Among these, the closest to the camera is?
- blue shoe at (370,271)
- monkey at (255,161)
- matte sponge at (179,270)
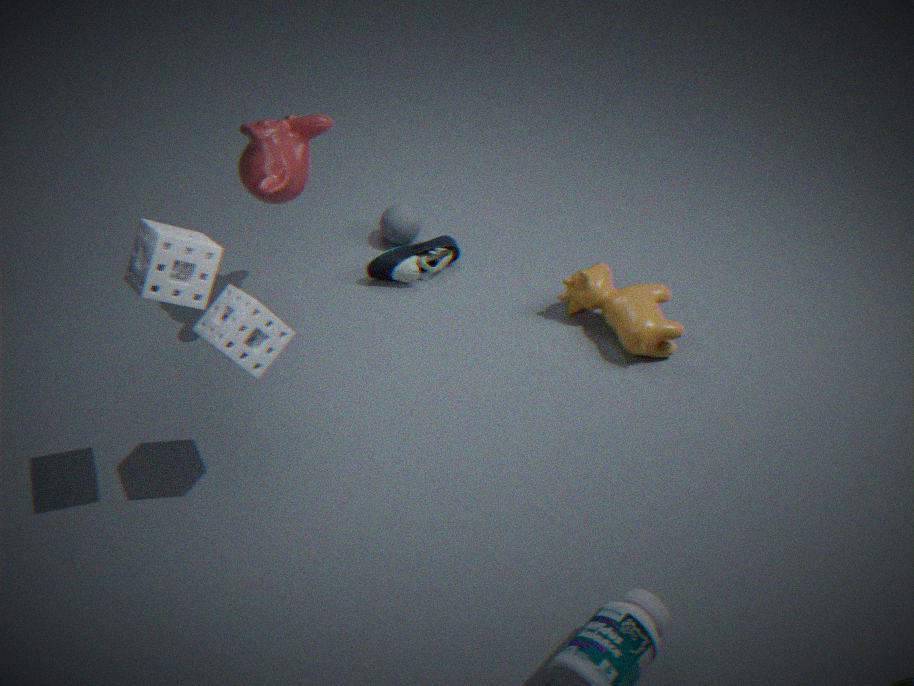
matte sponge at (179,270)
